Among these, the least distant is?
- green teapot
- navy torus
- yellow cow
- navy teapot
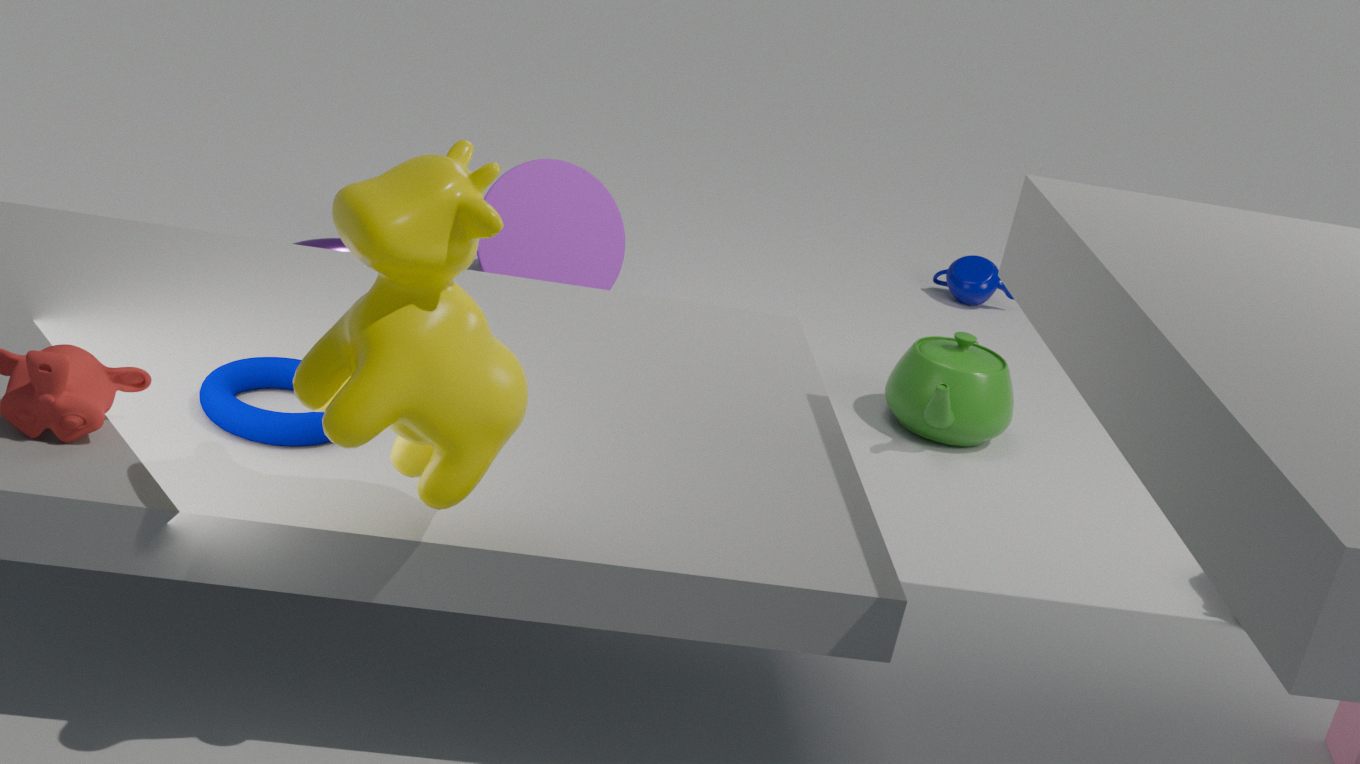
yellow cow
